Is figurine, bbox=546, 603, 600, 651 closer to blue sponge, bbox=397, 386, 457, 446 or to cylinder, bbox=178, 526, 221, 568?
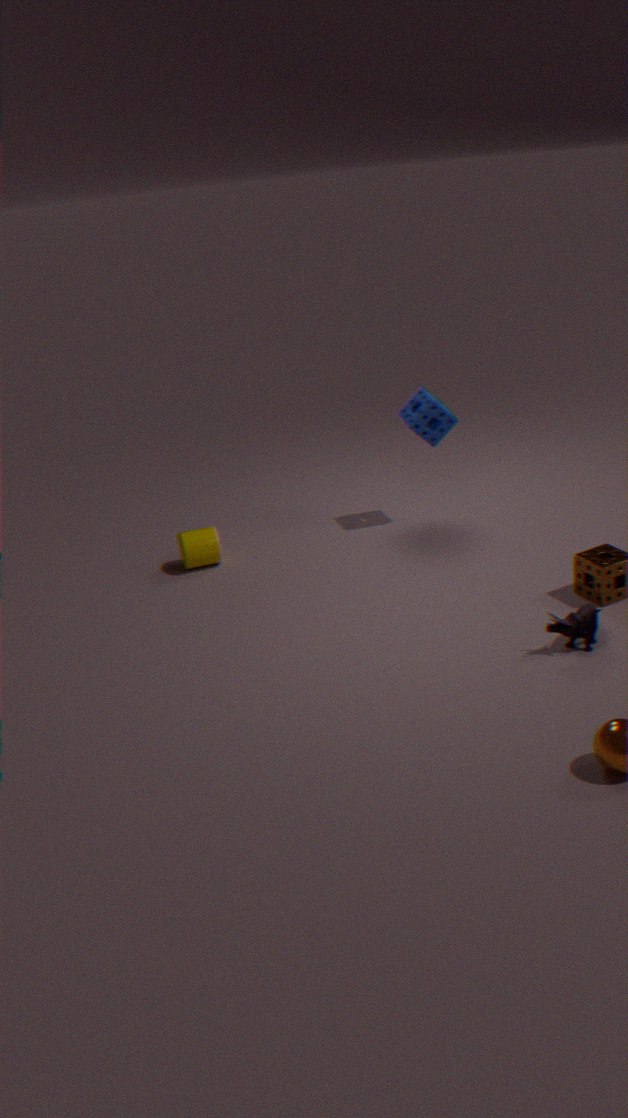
blue sponge, bbox=397, 386, 457, 446
